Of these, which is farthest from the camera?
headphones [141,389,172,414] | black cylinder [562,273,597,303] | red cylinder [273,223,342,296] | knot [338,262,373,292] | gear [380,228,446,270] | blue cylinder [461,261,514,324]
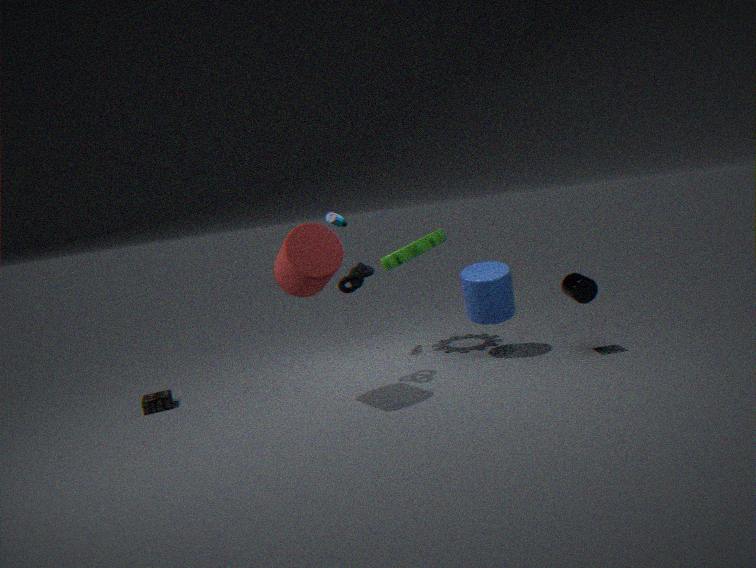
gear [380,228,446,270]
